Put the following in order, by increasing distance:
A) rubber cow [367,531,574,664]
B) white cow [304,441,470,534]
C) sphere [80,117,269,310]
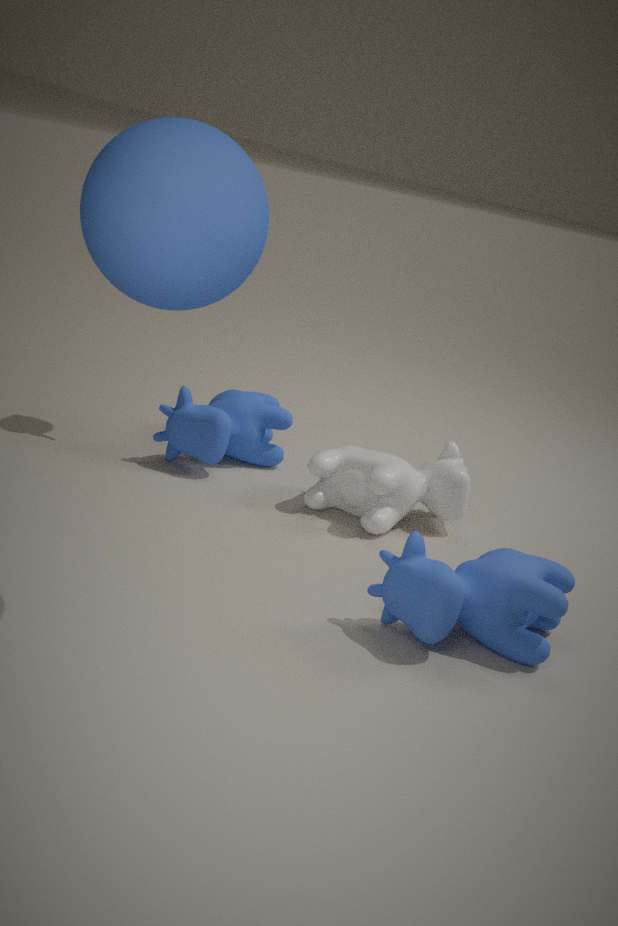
1. sphere [80,117,269,310]
2. rubber cow [367,531,574,664]
3. white cow [304,441,470,534]
